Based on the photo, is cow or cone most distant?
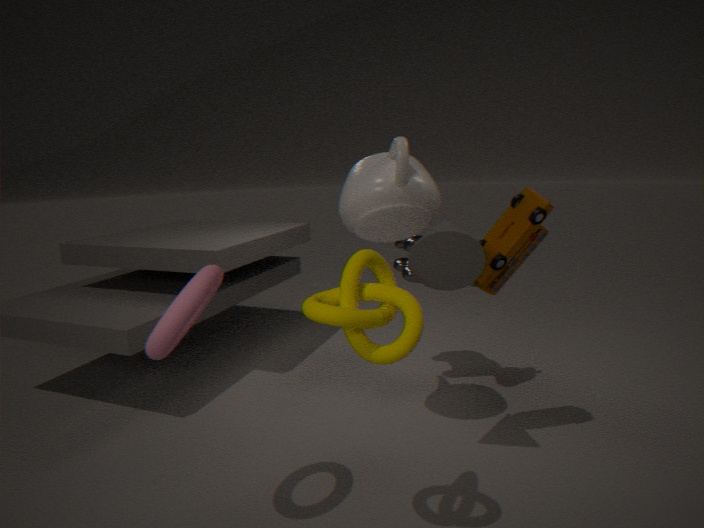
cow
